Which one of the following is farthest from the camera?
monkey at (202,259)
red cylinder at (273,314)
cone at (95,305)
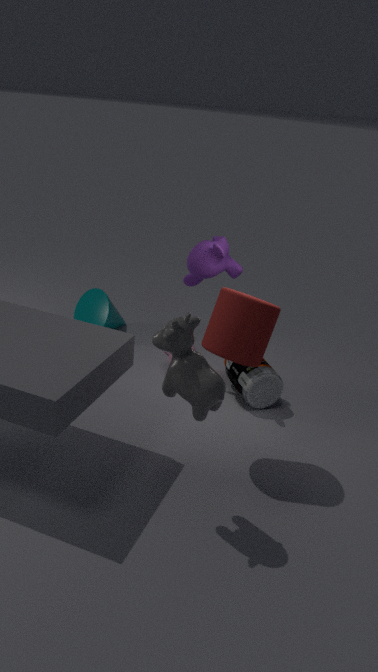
cone at (95,305)
